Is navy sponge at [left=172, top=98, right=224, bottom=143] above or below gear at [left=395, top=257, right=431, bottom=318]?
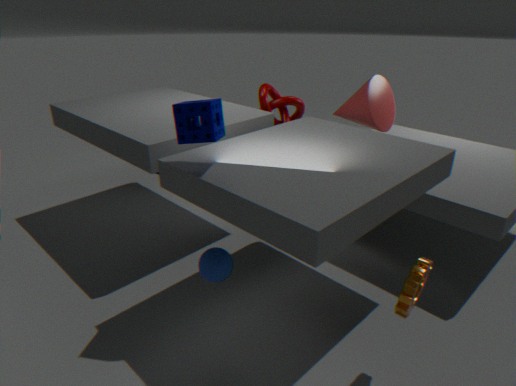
above
